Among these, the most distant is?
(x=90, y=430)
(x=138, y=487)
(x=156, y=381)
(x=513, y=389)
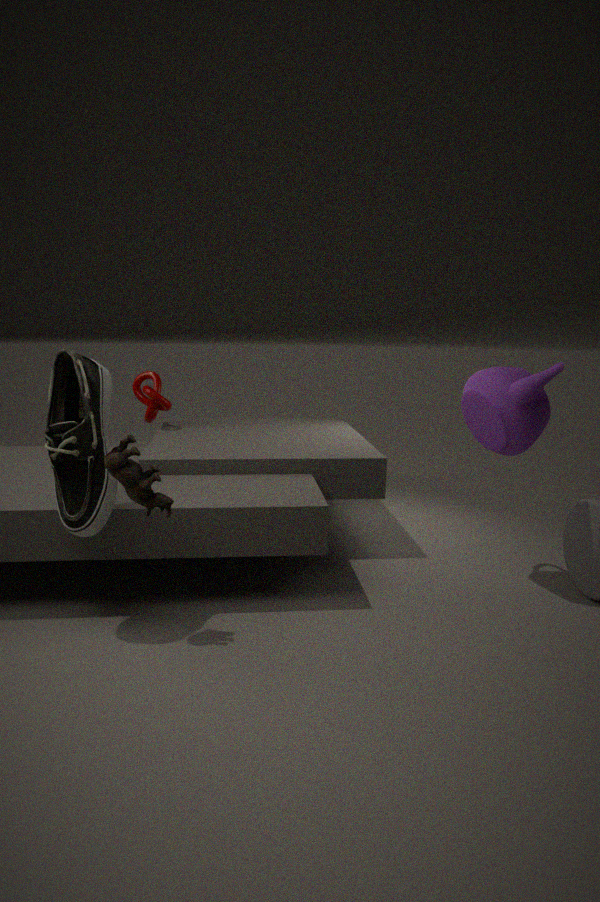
(x=156, y=381)
